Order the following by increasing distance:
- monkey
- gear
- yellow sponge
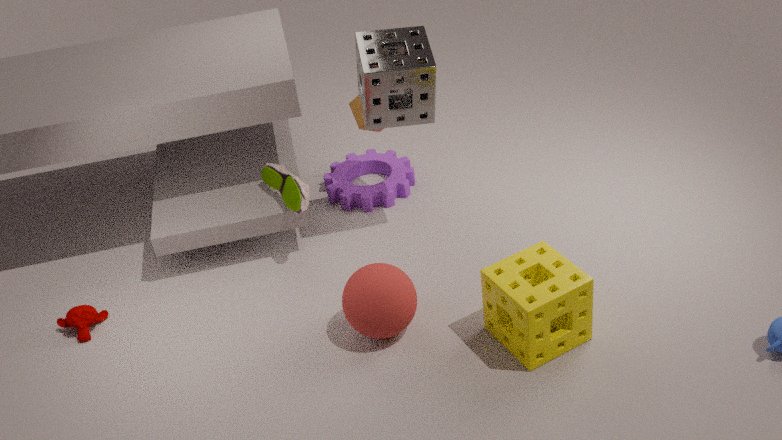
yellow sponge → monkey → gear
